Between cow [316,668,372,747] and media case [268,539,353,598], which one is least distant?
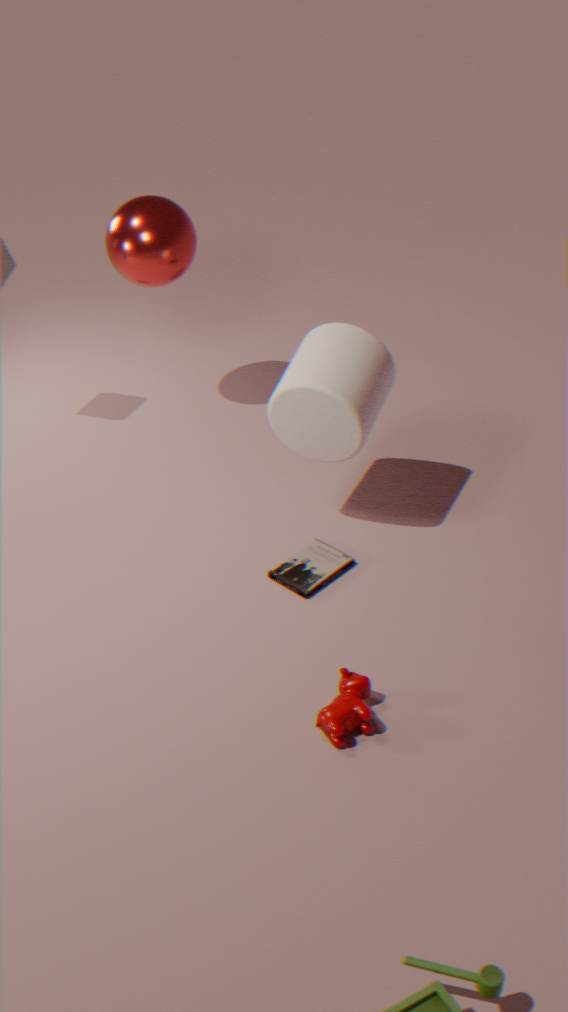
cow [316,668,372,747]
